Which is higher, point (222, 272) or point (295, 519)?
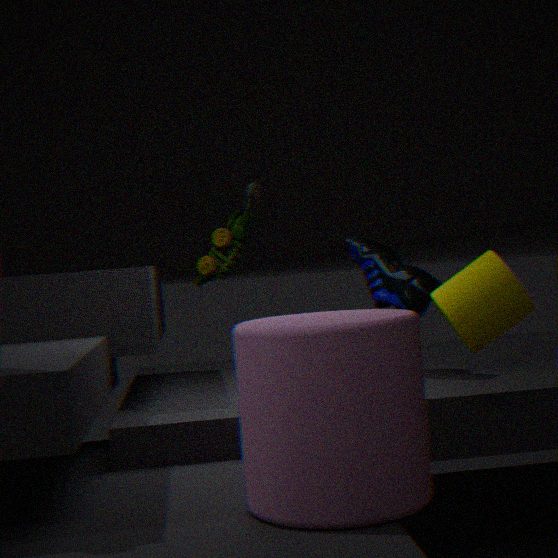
point (222, 272)
